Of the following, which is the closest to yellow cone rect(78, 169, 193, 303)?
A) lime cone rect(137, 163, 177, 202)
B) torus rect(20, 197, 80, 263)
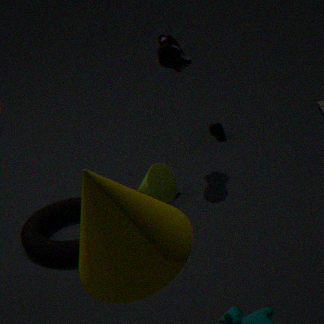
torus rect(20, 197, 80, 263)
